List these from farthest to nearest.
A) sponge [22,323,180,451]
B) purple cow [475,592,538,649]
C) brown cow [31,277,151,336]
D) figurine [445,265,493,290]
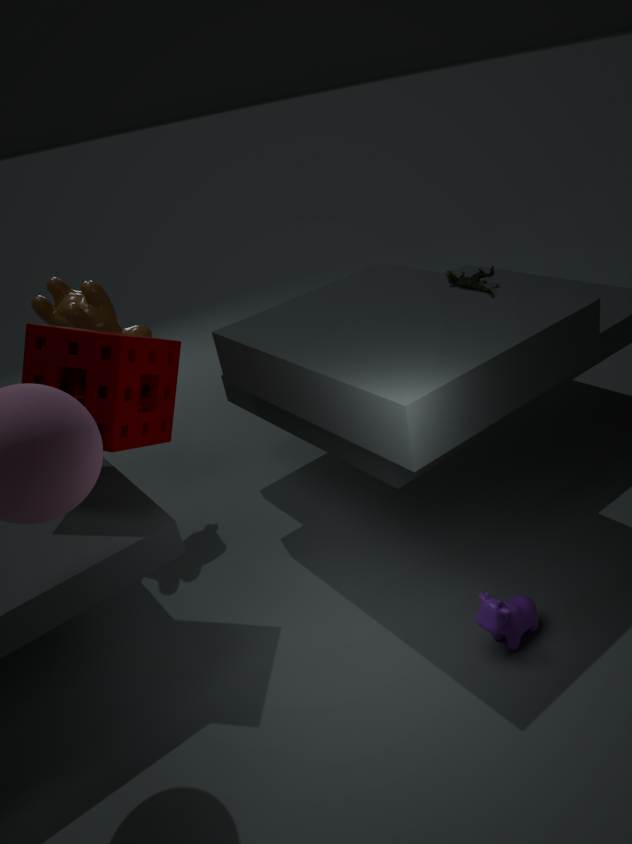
brown cow [31,277,151,336], figurine [445,265,493,290], sponge [22,323,180,451], purple cow [475,592,538,649]
